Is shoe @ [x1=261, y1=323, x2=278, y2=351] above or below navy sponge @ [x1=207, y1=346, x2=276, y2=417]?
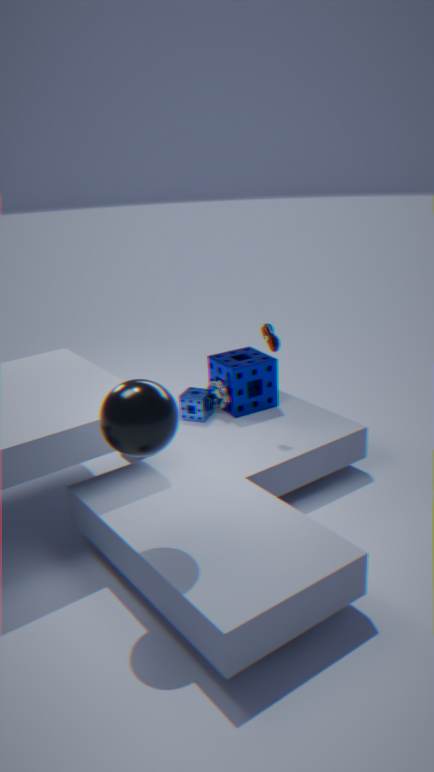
above
